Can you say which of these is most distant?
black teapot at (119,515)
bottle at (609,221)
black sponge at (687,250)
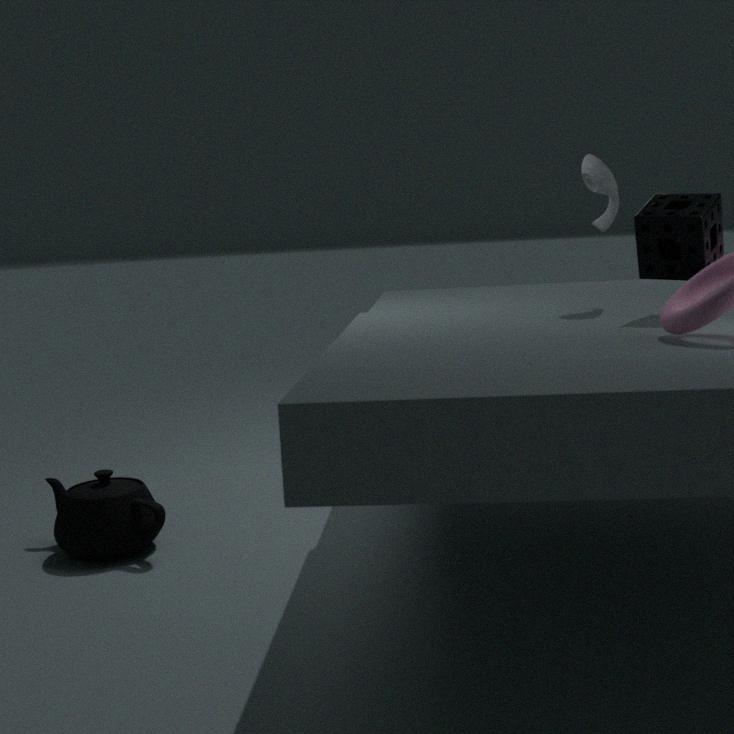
black teapot at (119,515)
